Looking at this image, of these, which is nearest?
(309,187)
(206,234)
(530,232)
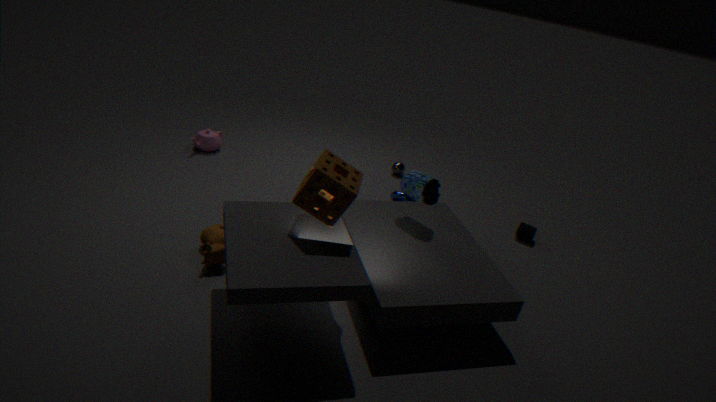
(309,187)
